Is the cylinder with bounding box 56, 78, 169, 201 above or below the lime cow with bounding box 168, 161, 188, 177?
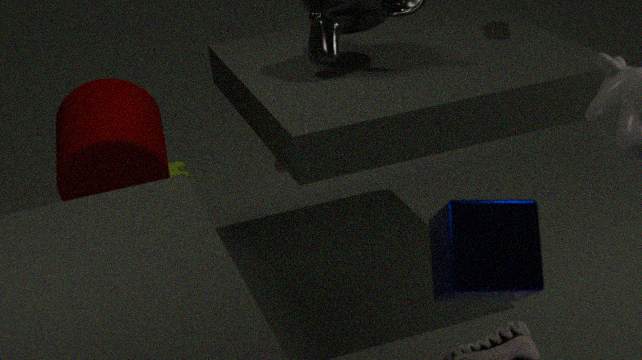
above
